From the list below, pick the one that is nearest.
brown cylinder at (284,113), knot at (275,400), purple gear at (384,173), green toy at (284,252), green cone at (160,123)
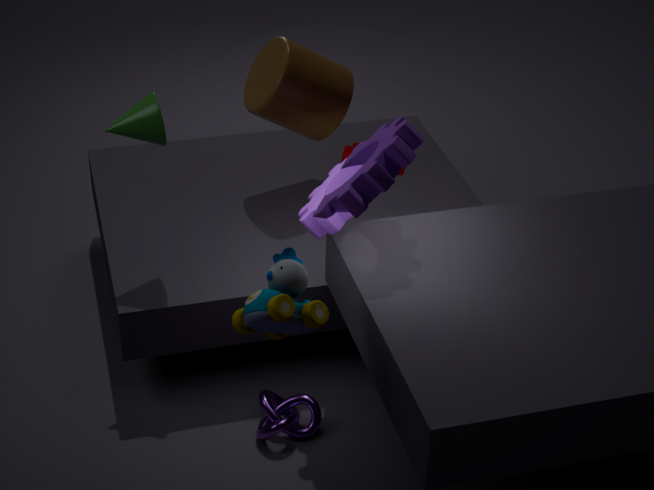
green toy at (284,252)
